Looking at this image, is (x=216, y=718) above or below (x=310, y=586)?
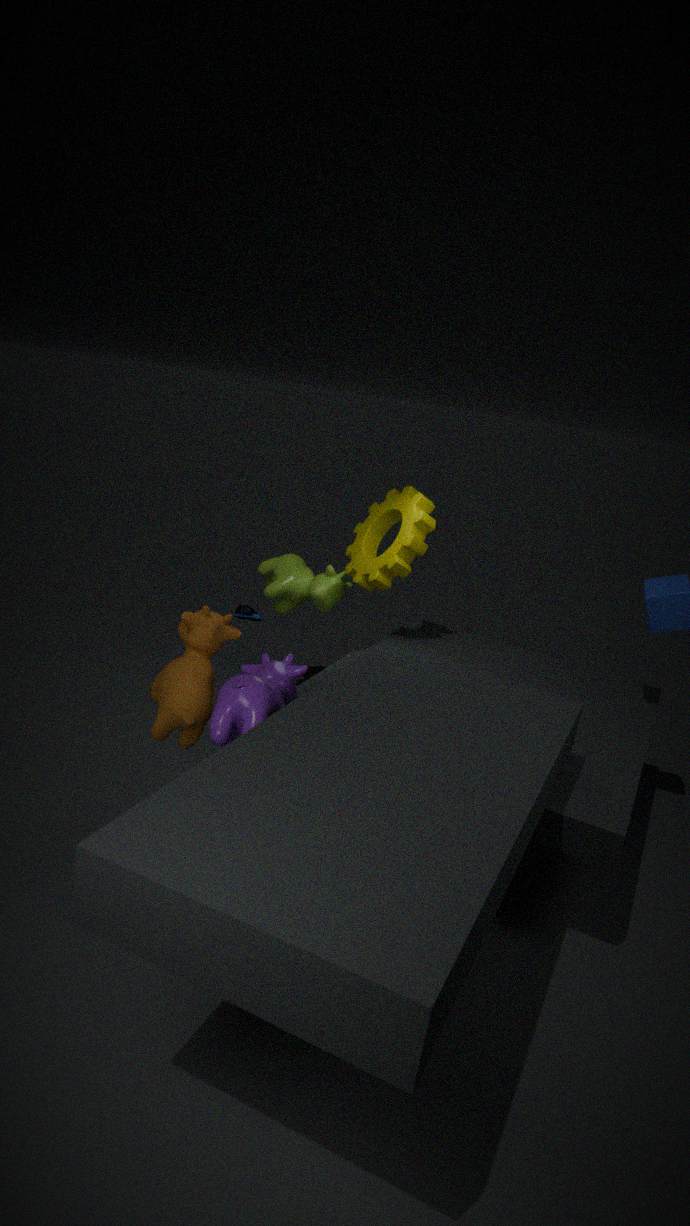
above
